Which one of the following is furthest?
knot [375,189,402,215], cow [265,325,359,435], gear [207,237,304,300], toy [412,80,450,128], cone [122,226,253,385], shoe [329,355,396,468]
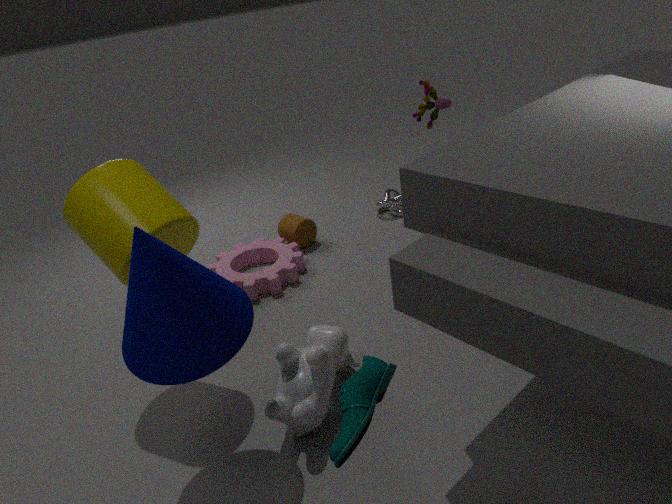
knot [375,189,402,215]
